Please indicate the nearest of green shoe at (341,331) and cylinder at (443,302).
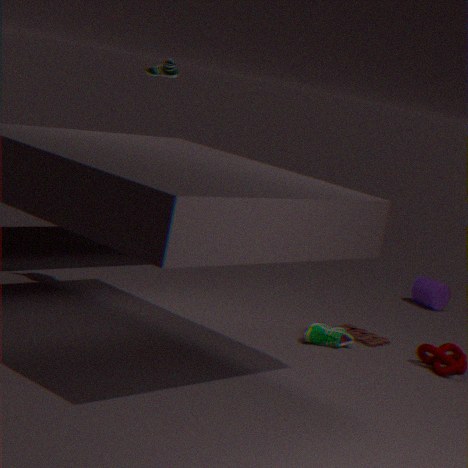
green shoe at (341,331)
